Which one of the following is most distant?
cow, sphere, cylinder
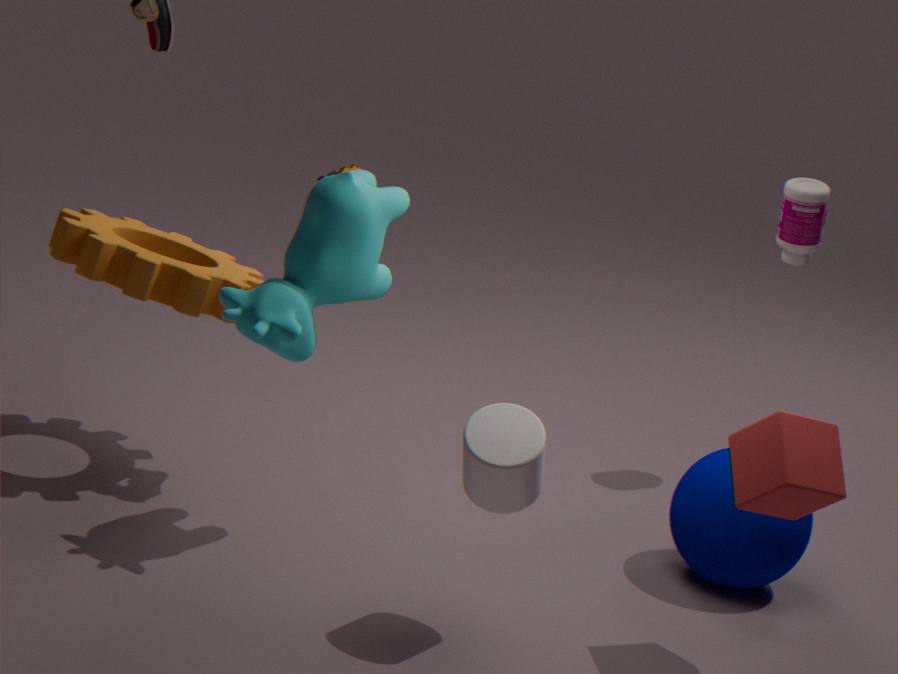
sphere
